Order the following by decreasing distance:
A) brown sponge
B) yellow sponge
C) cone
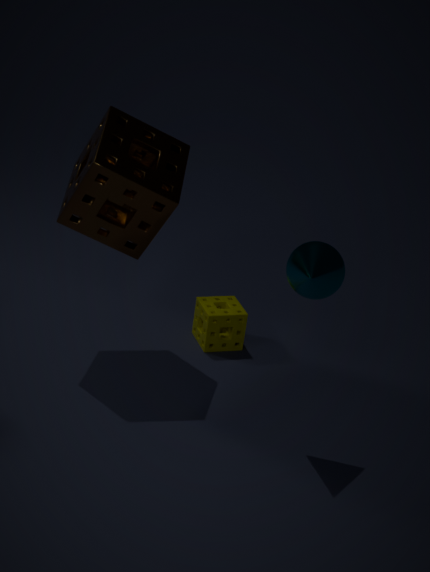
yellow sponge → brown sponge → cone
